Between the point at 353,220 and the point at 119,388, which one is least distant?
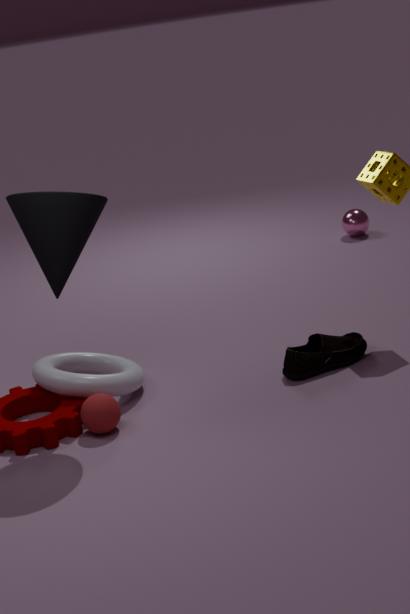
the point at 119,388
